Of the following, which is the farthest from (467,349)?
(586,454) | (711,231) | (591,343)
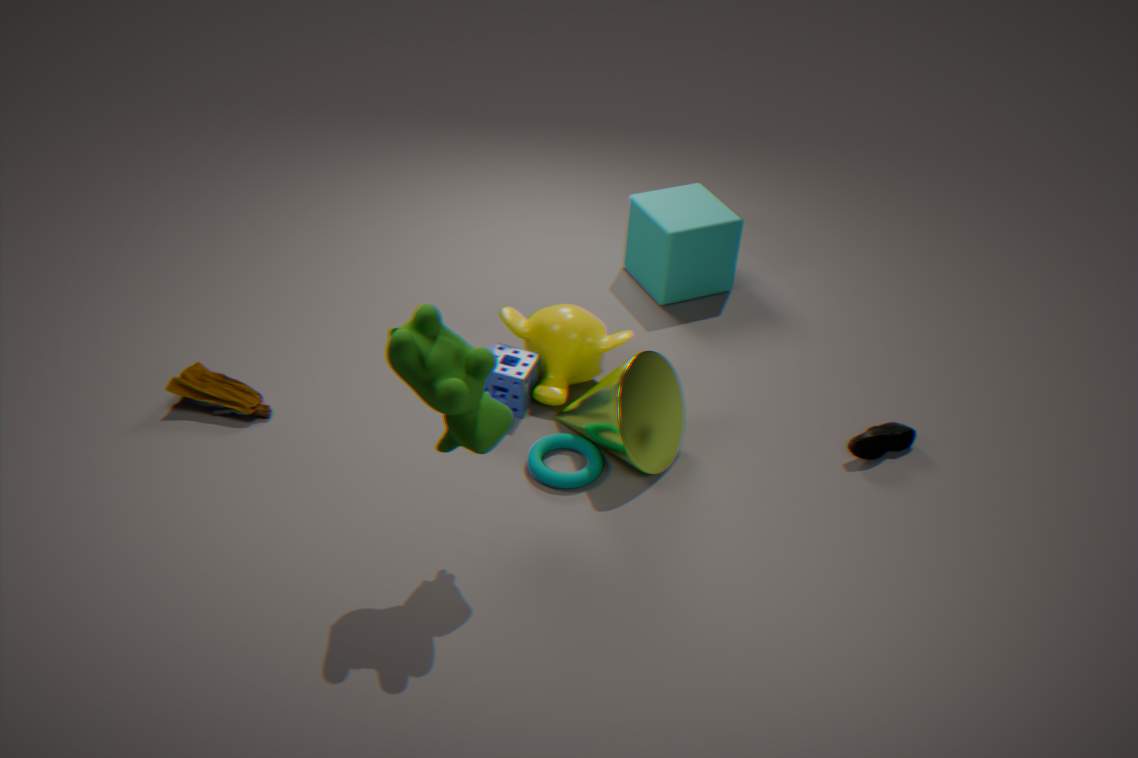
(711,231)
